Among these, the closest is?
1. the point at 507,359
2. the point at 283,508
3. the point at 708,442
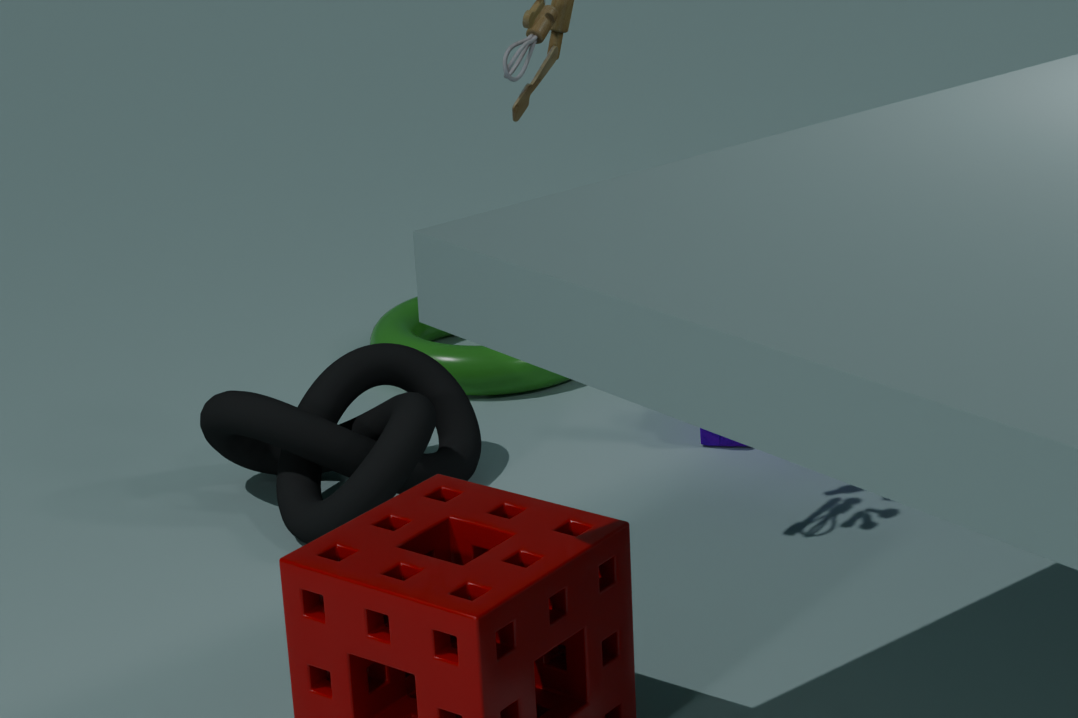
the point at 283,508
